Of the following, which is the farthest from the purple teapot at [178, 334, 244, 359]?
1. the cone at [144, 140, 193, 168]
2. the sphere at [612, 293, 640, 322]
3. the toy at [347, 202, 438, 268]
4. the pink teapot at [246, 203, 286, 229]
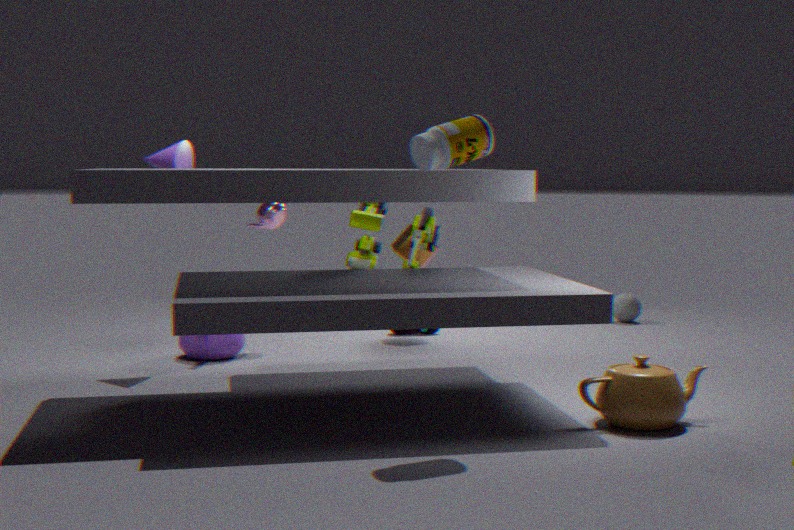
the sphere at [612, 293, 640, 322]
